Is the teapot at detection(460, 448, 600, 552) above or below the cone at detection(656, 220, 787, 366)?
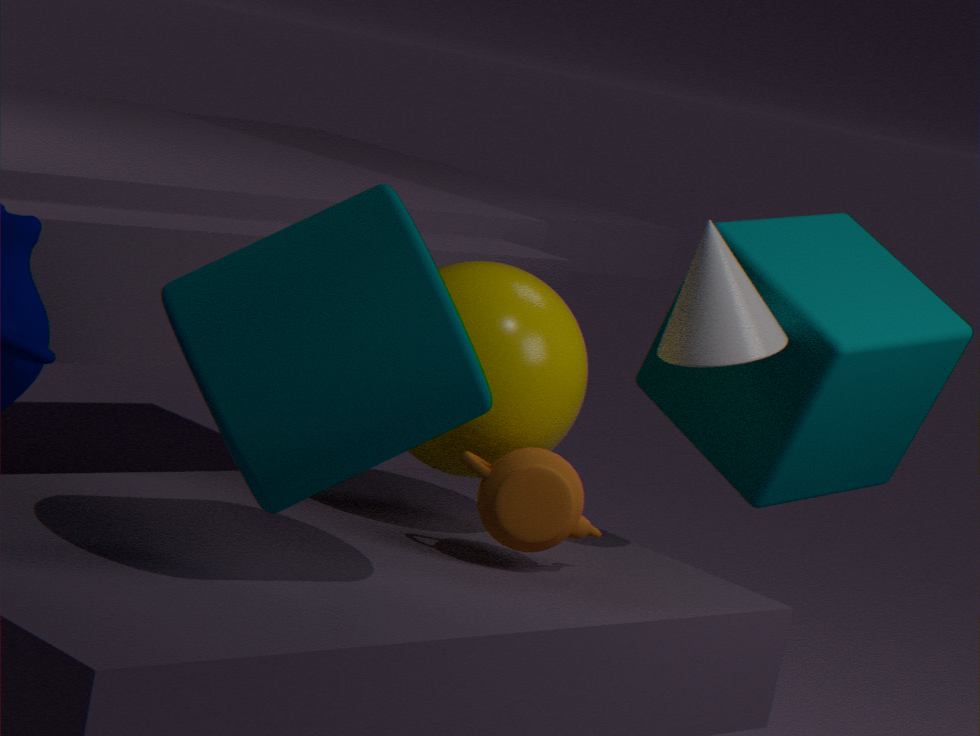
below
